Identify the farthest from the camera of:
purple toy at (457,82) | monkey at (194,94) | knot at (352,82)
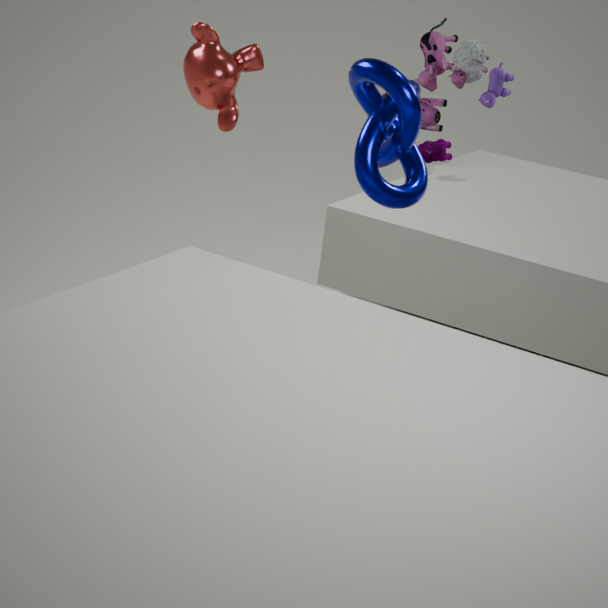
purple toy at (457,82)
